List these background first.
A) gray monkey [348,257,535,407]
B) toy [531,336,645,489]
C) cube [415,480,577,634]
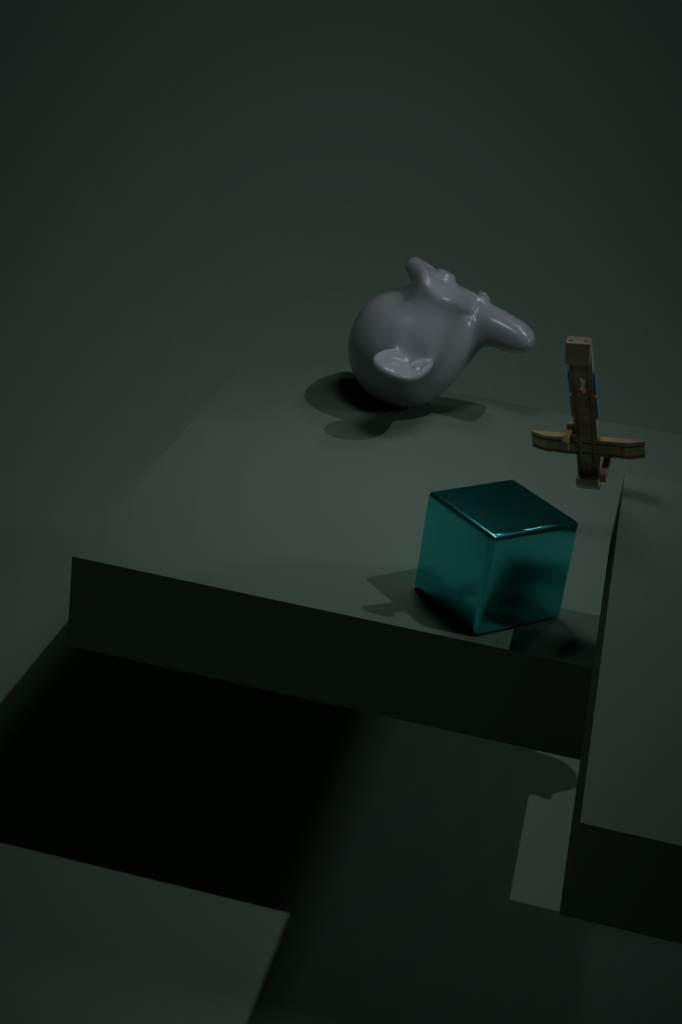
1. gray monkey [348,257,535,407]
2. cube [415,480,577,634]
3. toy [531,336,645,489]
